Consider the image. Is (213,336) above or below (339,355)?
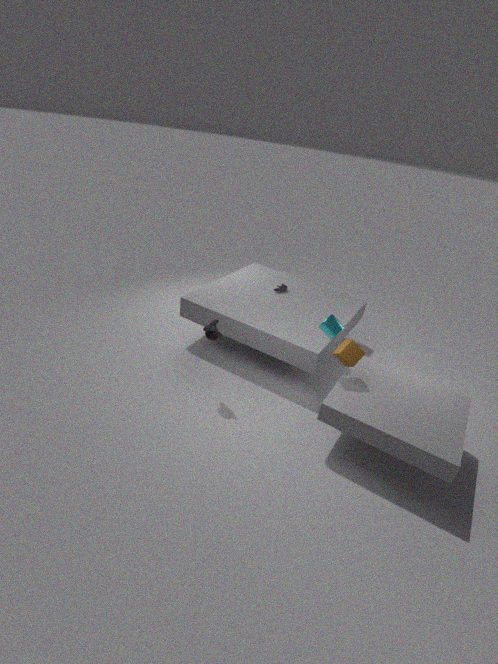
below
